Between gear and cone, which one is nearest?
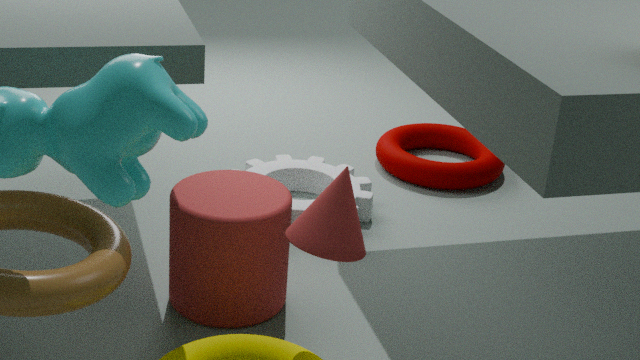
cone
